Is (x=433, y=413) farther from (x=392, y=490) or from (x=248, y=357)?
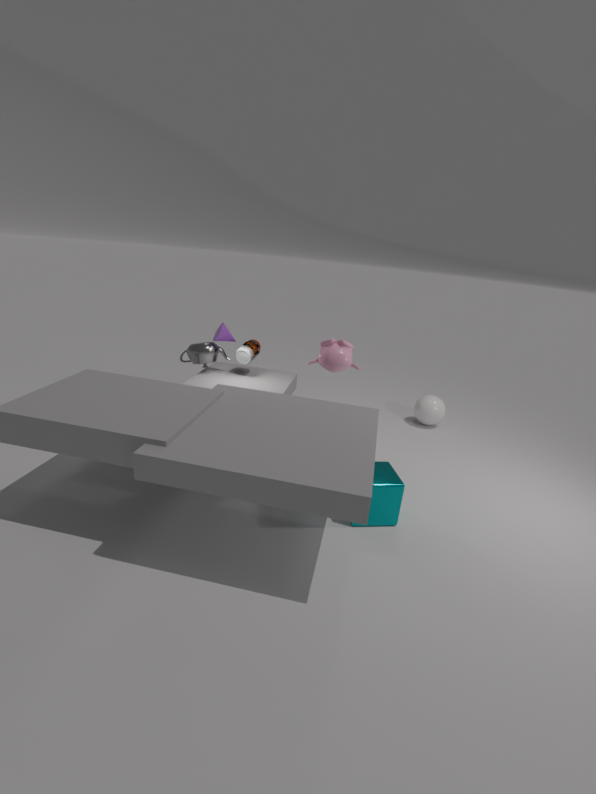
(x=248, y=357)
